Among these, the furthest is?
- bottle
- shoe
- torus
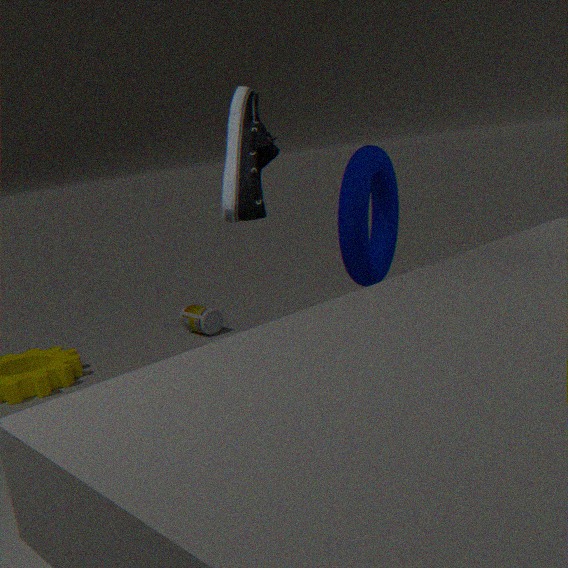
bottle
